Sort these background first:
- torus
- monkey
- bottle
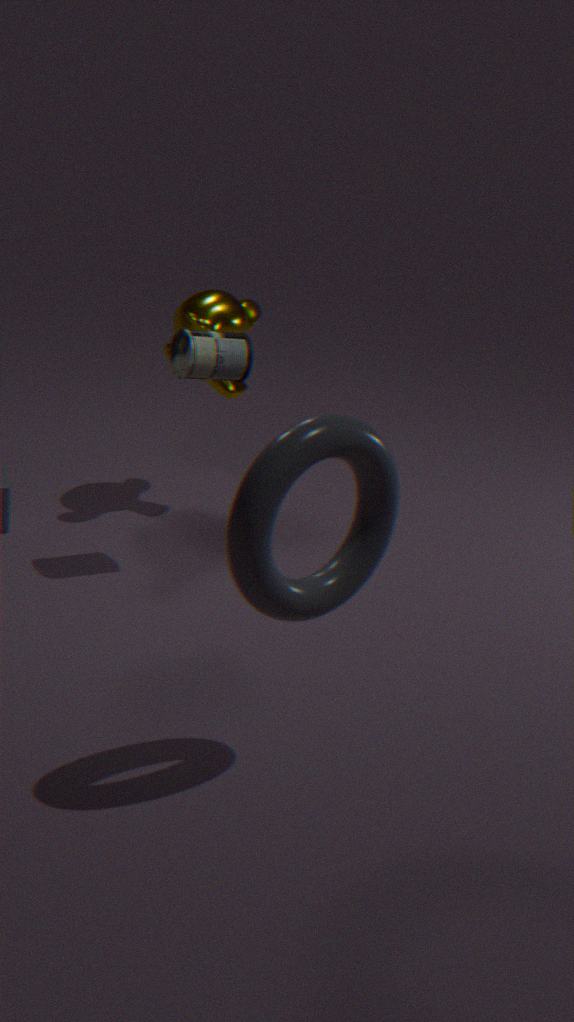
monkey → bottle → torus
